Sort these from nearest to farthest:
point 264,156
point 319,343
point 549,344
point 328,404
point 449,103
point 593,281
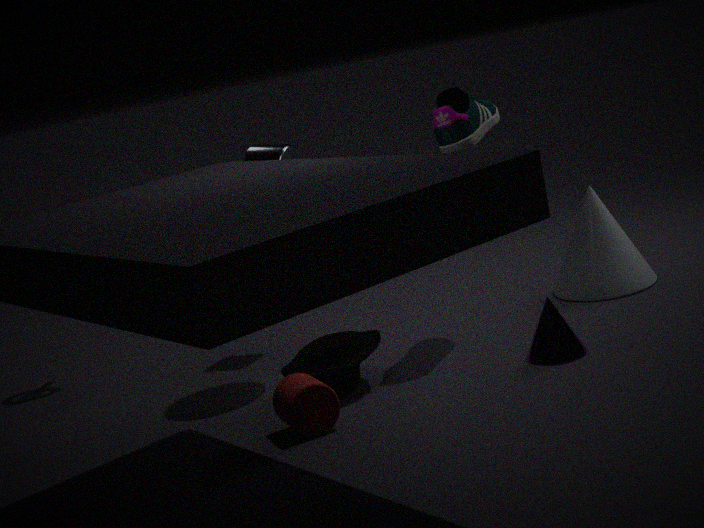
point 328,404
point 549,344
point 319,343
point 449,103
point 593,281
point 264,156
